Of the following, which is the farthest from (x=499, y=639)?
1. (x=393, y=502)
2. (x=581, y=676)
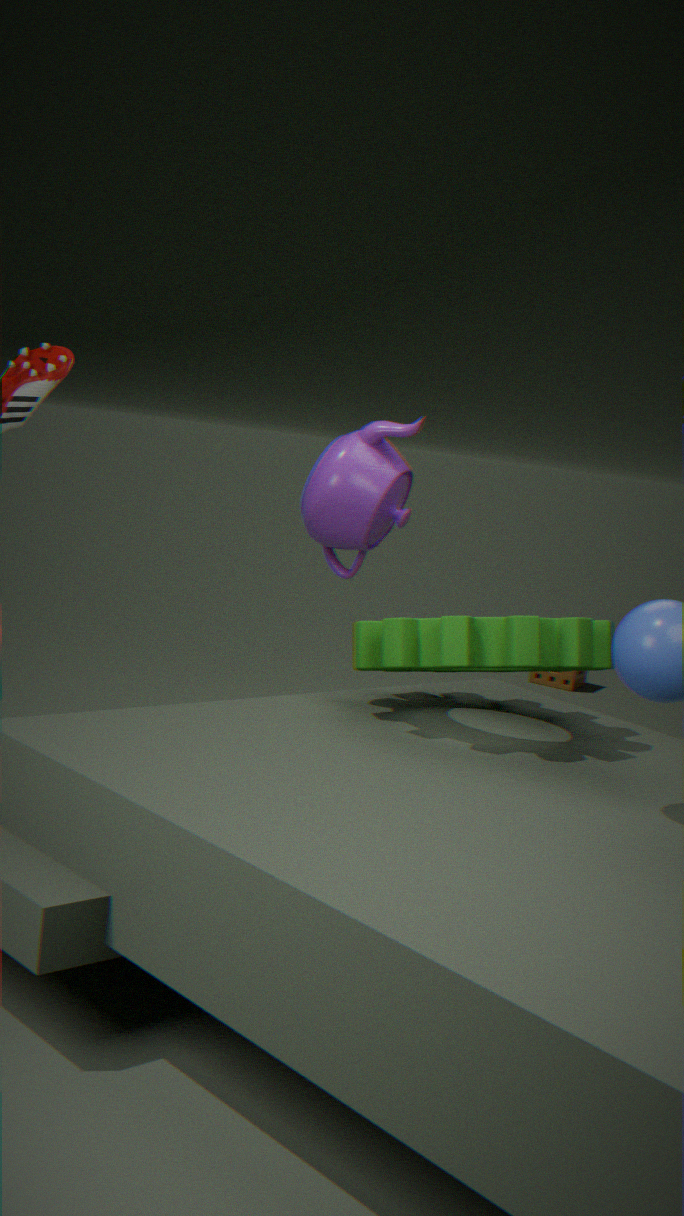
(x=581, y=676)
